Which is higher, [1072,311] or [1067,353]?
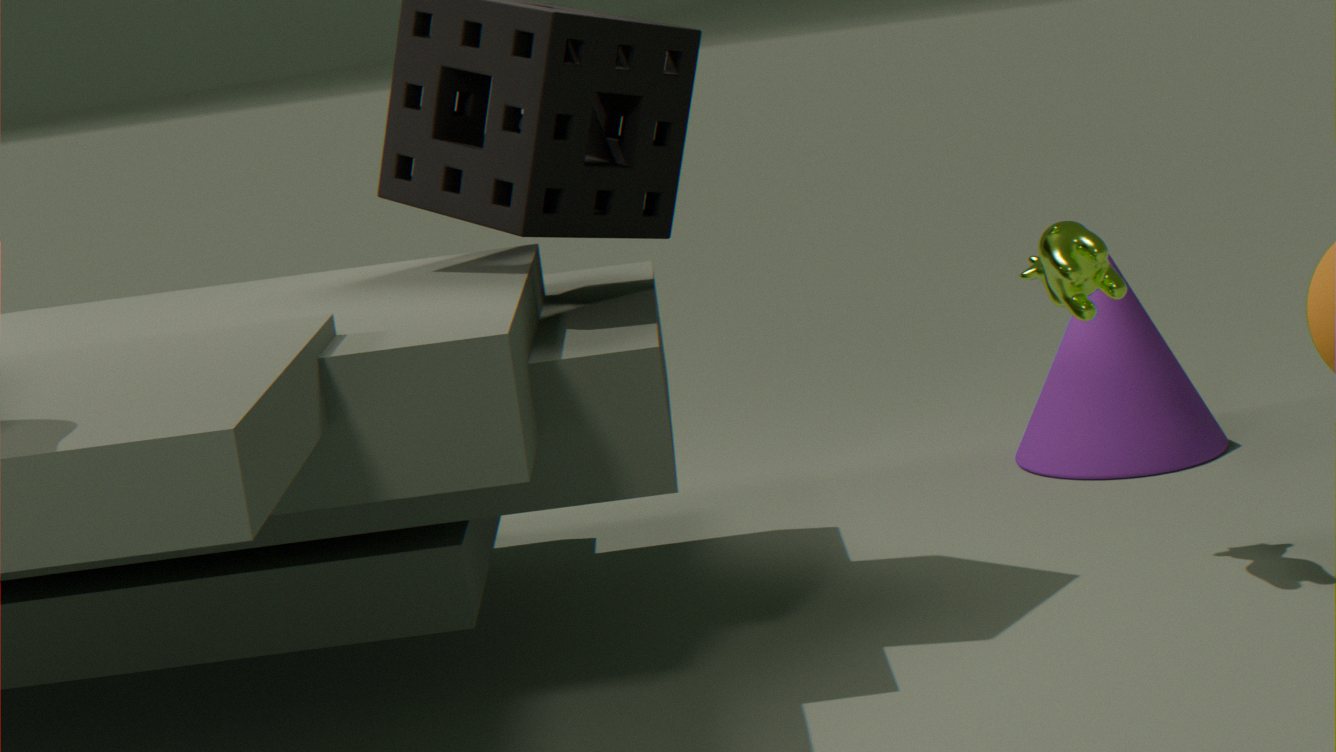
[1072,311]
